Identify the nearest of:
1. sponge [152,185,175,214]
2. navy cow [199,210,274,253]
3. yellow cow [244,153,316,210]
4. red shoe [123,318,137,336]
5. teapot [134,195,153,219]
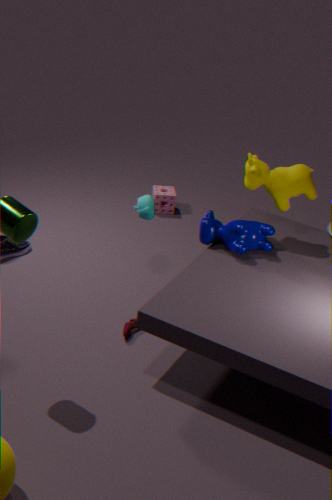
red shoe [123,318,137,336]
